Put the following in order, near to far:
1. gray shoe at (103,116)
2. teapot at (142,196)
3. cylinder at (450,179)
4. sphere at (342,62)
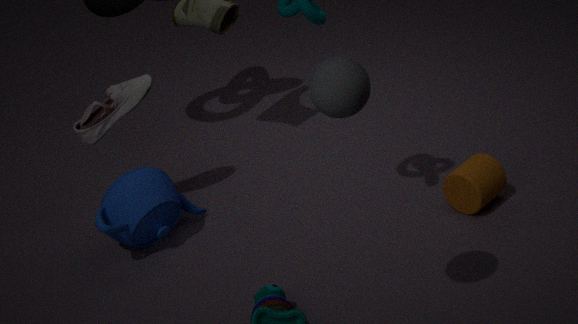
sphere at (342,62) → cylinder at (450,179) → teapot at (142,196) → gray shoe at (103,116)
